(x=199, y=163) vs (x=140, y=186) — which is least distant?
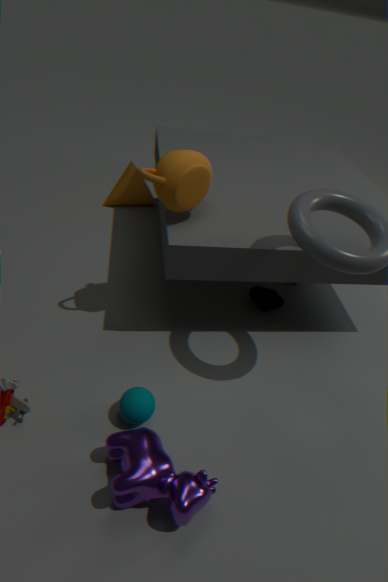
(x=199, y=163)
